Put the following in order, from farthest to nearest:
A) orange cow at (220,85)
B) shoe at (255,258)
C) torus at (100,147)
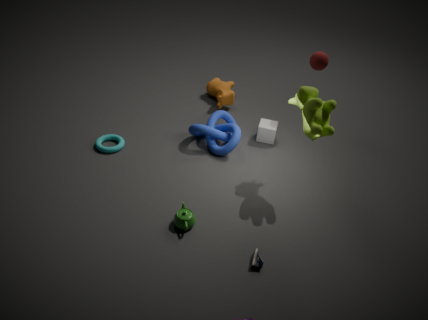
orange cow at (220,85) < torus at (100,147) < shoe at (255,258)
